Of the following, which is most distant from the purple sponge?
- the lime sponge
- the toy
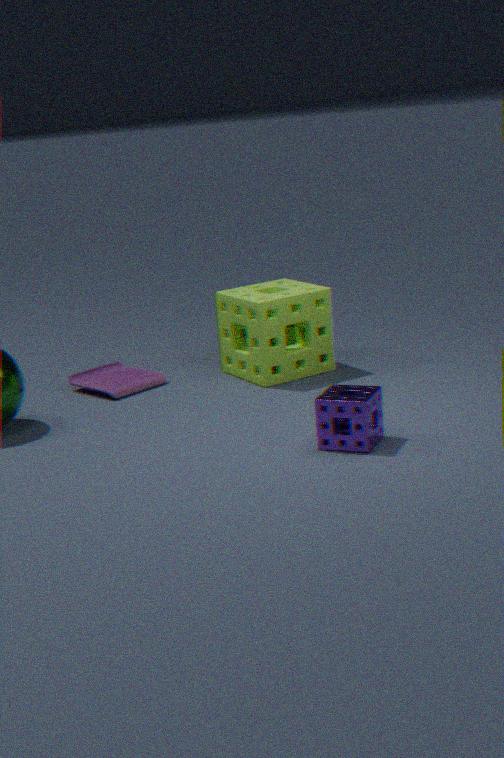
the toy
